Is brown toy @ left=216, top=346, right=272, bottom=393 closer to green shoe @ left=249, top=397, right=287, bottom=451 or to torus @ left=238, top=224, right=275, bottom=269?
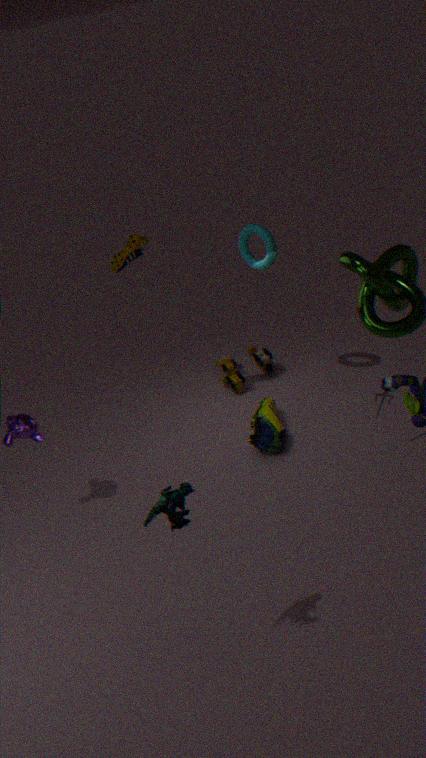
green shoe @ left=249, top=397, right=287, bottom=451
